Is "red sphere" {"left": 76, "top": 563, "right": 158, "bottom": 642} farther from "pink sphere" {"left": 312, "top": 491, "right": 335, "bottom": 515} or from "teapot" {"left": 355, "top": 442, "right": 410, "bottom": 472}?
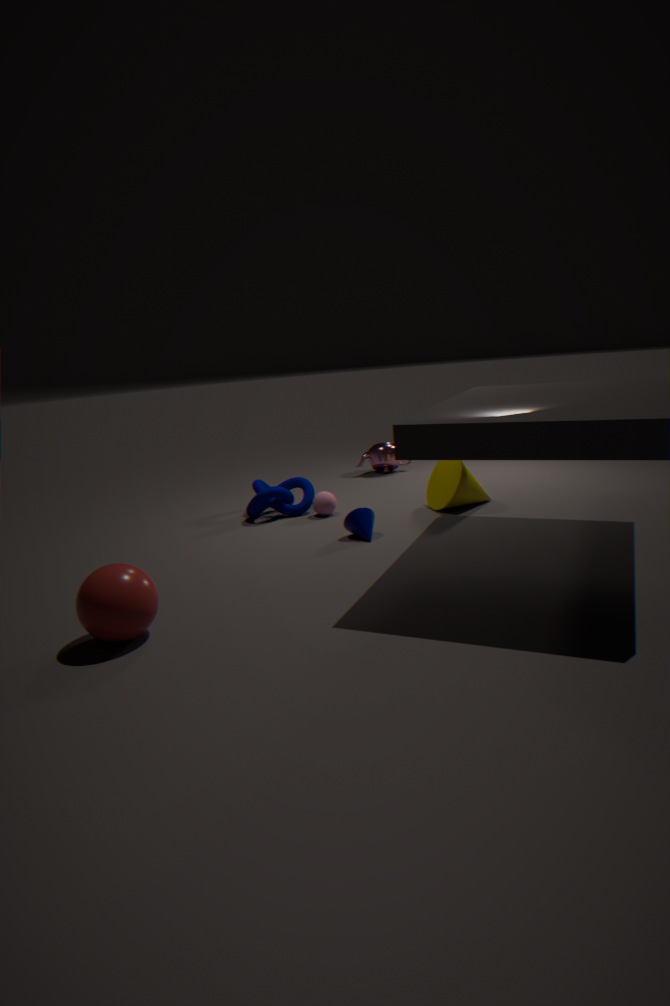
"teapot" {"left": 355, "top": 442, "right": 410, "bottom": 472}
